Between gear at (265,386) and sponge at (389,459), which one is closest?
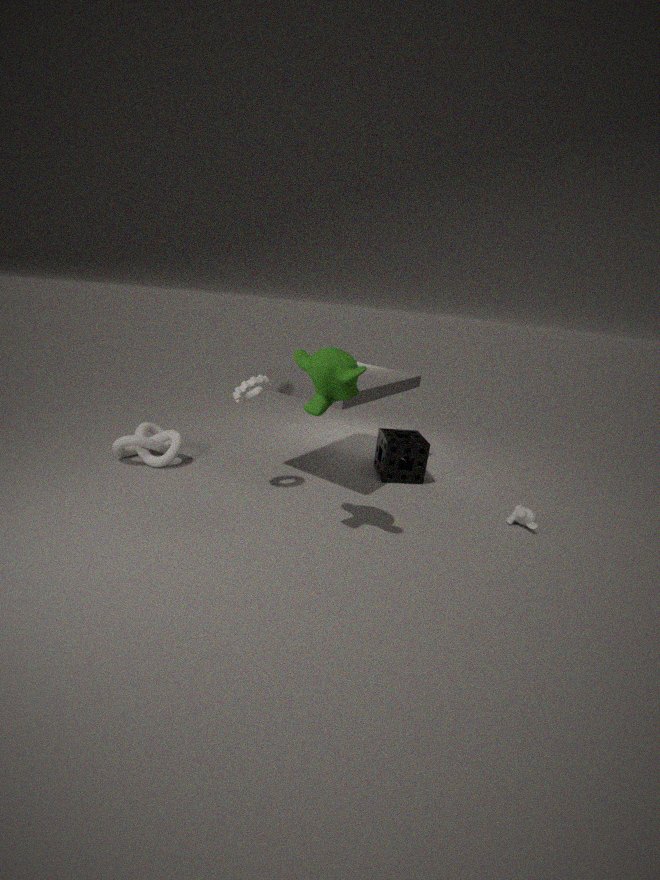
gear at (265,386)
